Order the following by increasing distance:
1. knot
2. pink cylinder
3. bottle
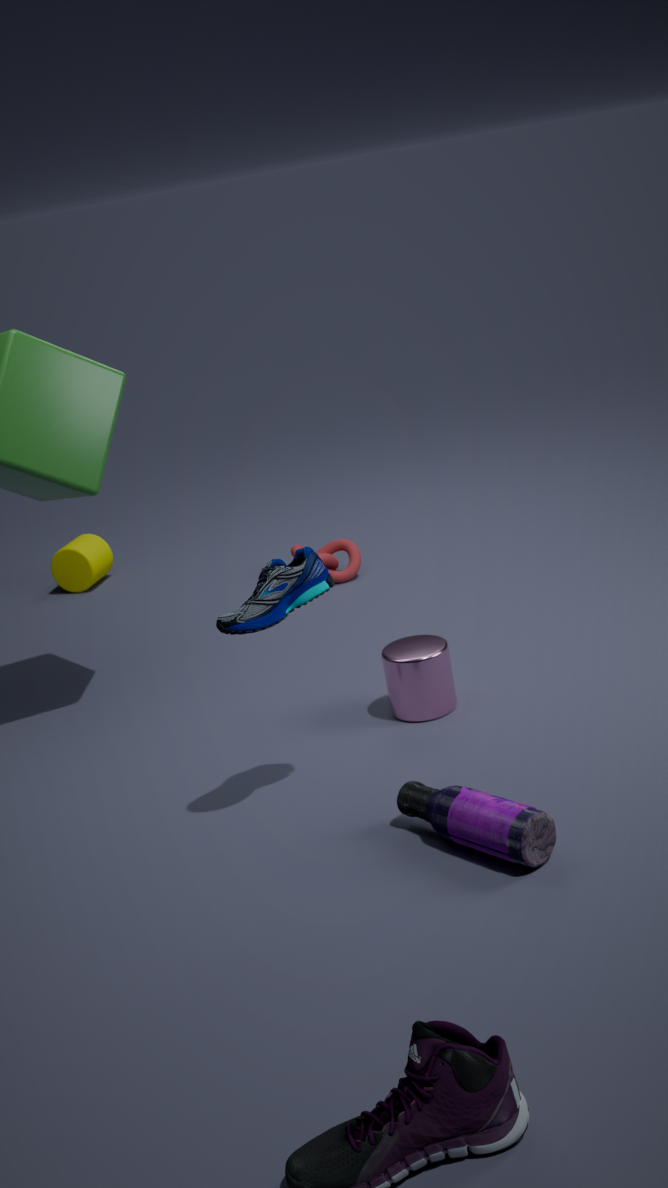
bottle, pink cylinder, knot
